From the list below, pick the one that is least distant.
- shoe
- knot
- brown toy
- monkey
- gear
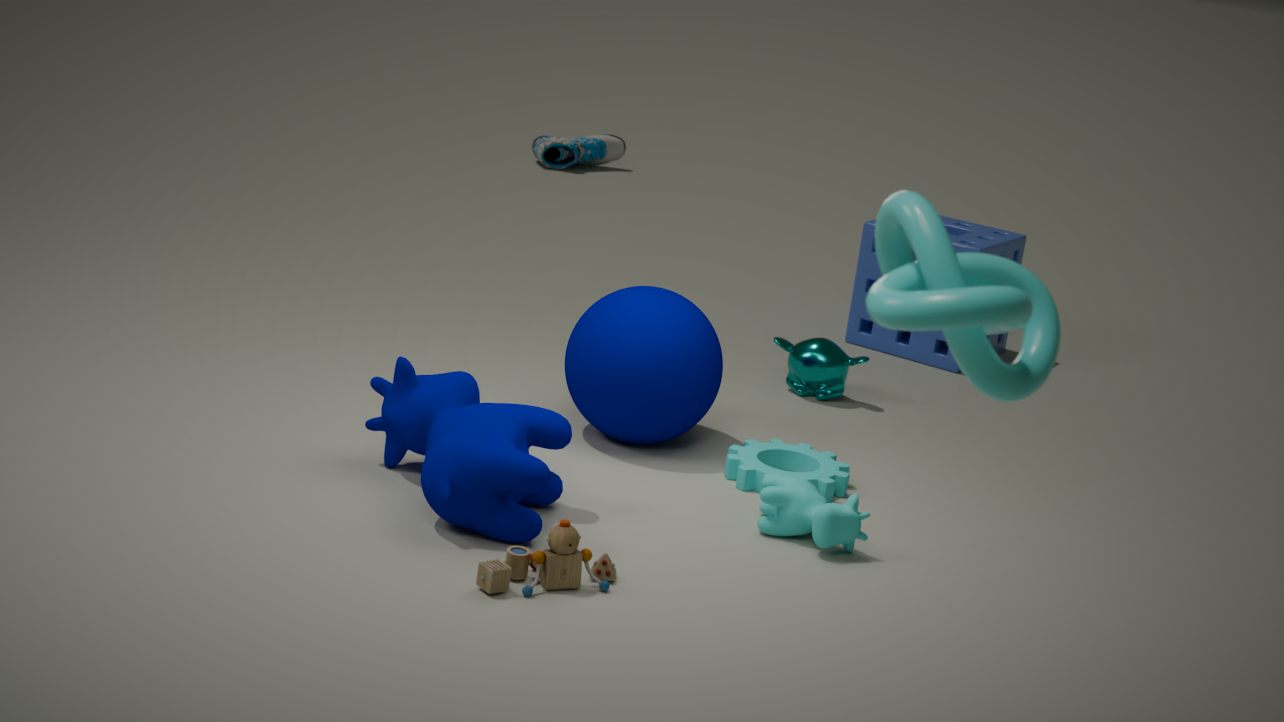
knot
